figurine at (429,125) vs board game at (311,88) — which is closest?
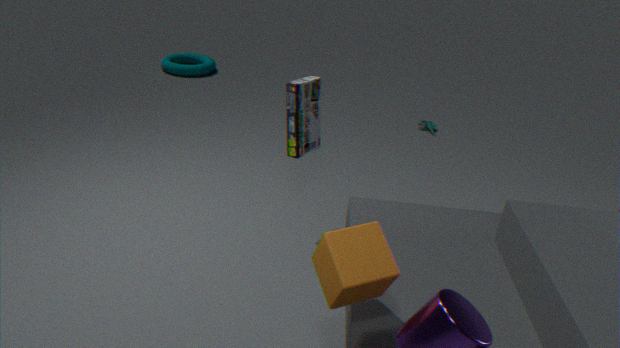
board game at (311,88)
